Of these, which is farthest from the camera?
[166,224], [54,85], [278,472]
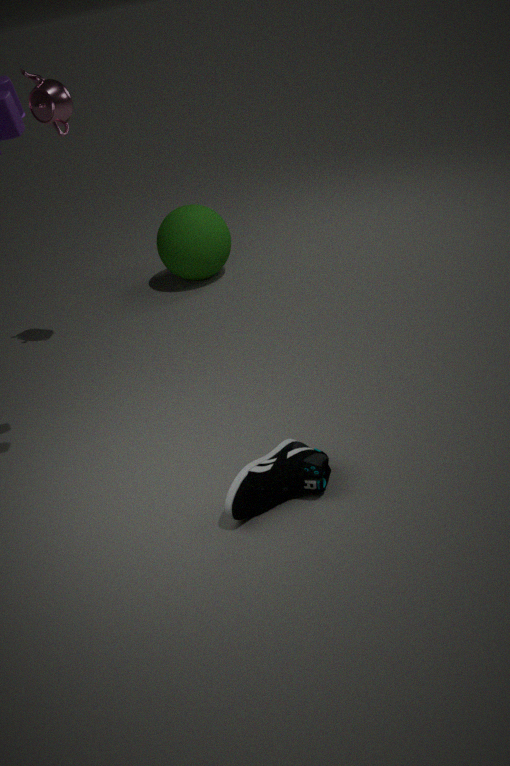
[166,224]
